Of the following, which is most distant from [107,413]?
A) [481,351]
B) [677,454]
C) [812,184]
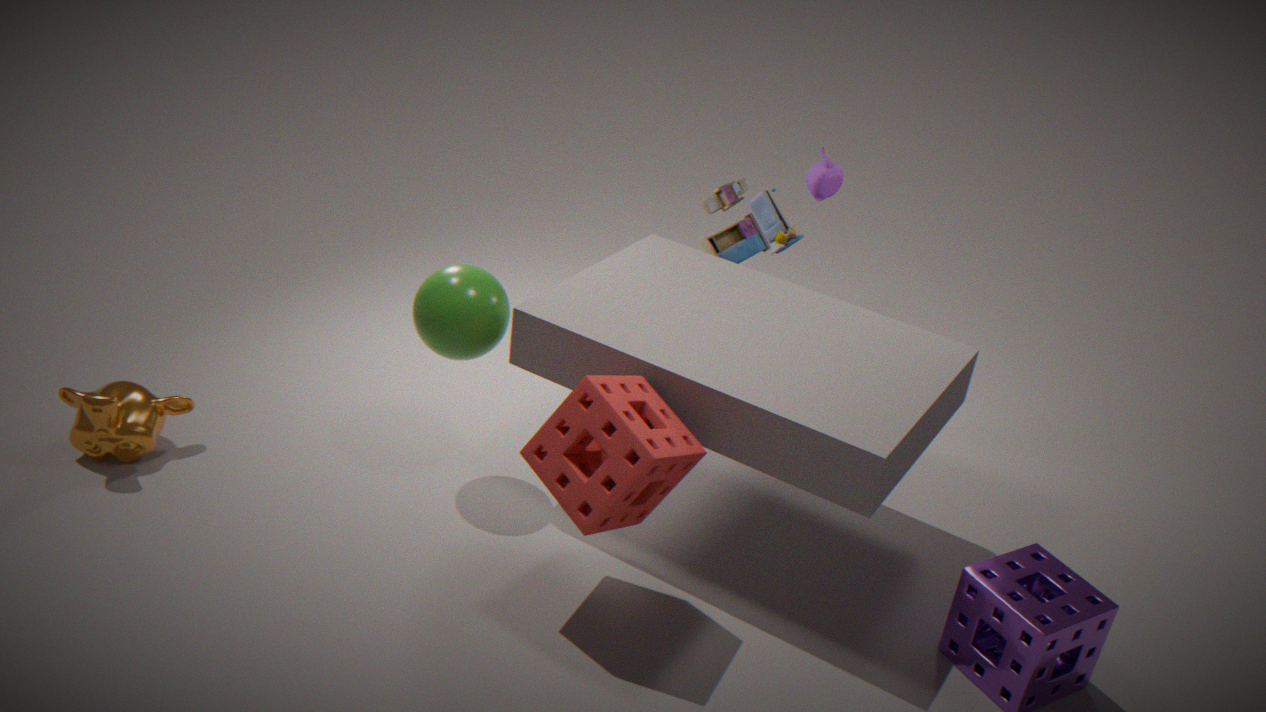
[812,184]
